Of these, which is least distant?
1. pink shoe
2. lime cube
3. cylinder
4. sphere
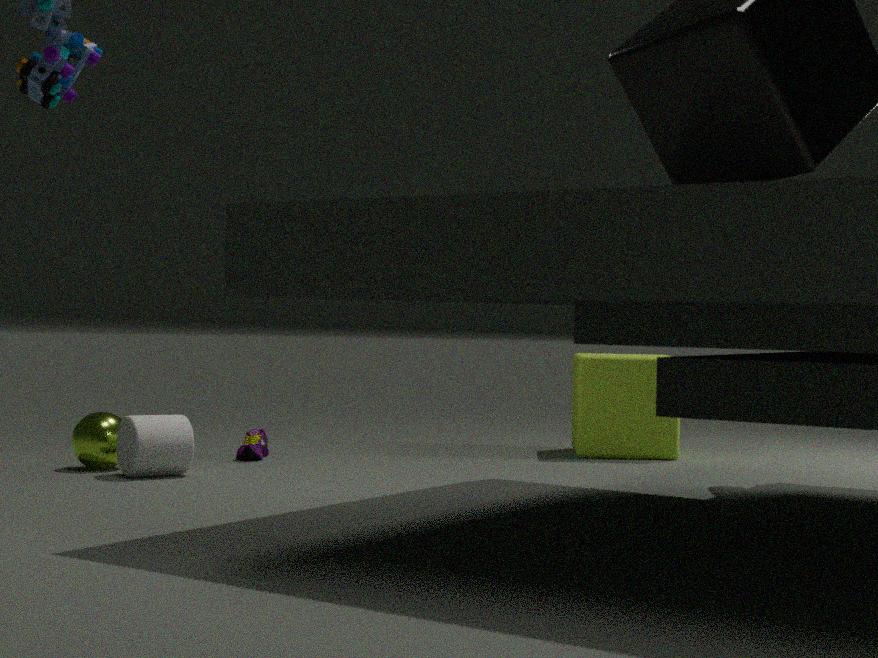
cylinder
